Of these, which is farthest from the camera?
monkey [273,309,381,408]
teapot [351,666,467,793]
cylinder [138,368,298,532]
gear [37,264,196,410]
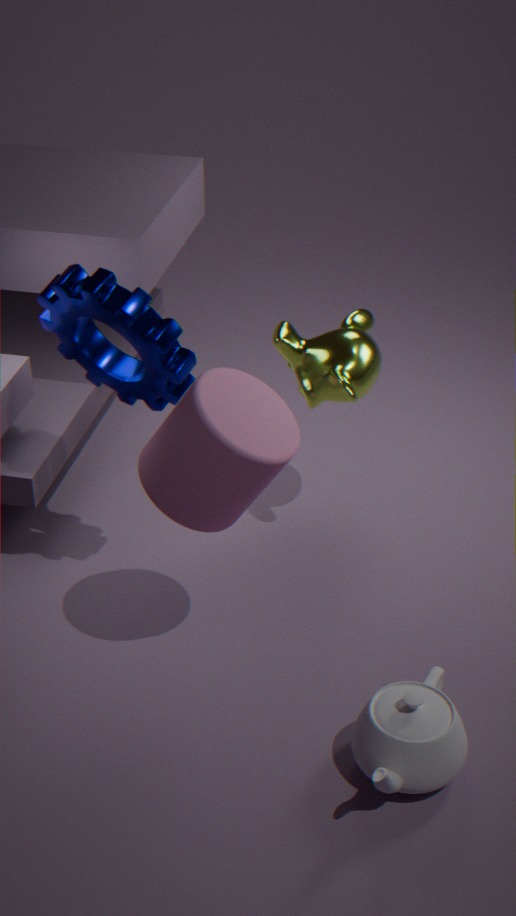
monkey [273,309,381,408]
